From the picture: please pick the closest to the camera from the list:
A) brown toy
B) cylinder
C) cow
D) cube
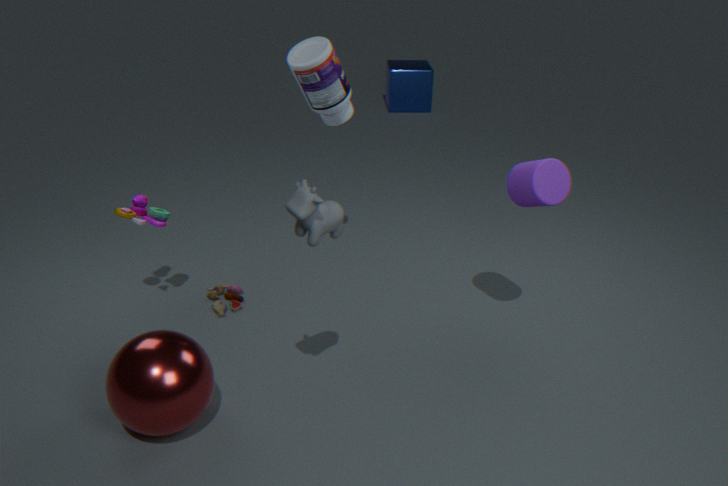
cow
